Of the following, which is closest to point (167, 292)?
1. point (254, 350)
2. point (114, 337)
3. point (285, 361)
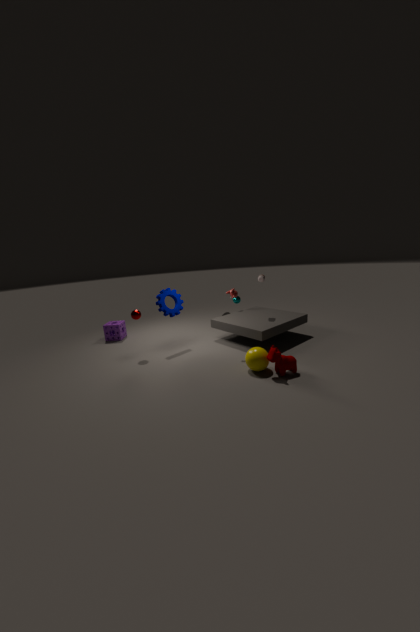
point (114, 337)
